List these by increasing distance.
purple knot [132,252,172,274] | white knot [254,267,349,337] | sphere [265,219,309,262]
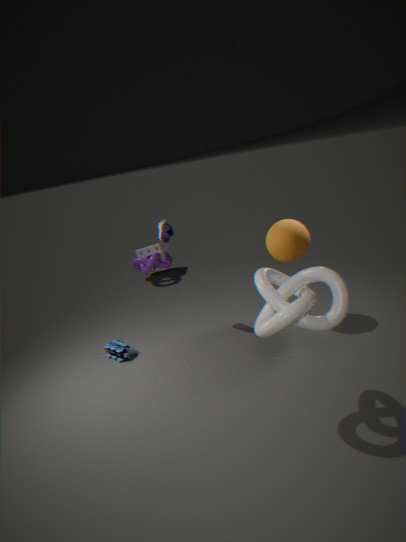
white knot [254,267,349,337] < sphere [265,219,309,262] < purple knot [132,252,172,274]
